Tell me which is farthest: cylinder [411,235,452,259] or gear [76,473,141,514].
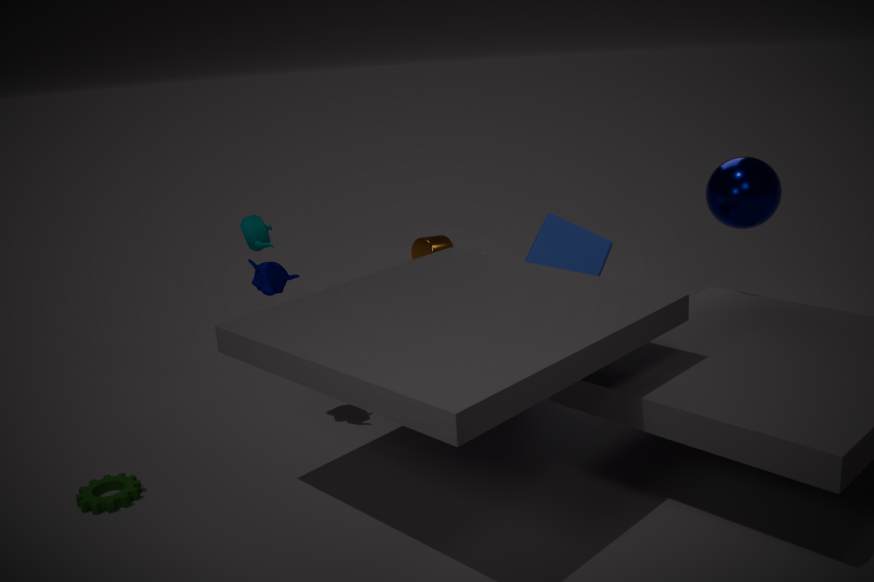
cylinder [411,235,452,259]
